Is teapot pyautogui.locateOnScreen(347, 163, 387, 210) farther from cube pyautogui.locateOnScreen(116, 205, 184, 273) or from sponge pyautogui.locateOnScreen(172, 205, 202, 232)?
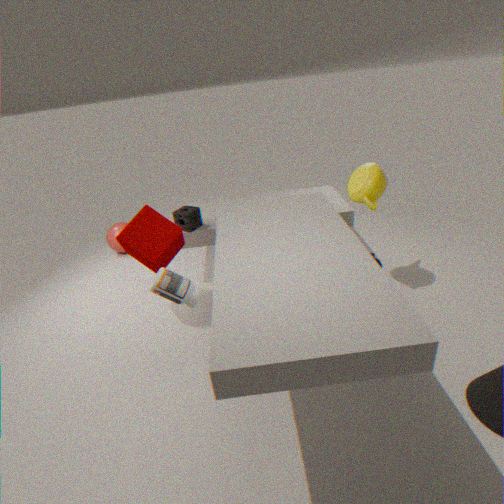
cube pyautogui.locateOnScreen(116, 205, 184, 273)
